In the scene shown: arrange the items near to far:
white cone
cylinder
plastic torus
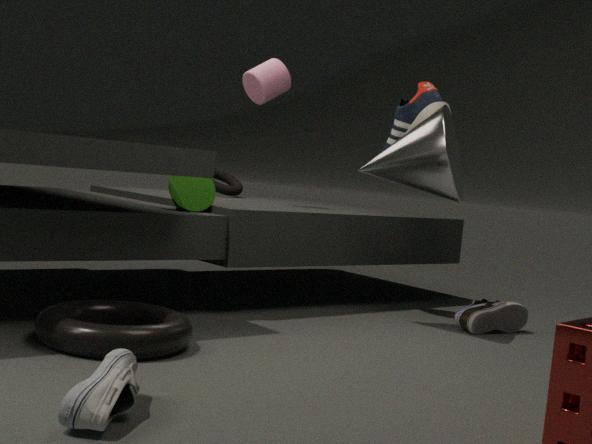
plastic torus → white cone → cylinder
